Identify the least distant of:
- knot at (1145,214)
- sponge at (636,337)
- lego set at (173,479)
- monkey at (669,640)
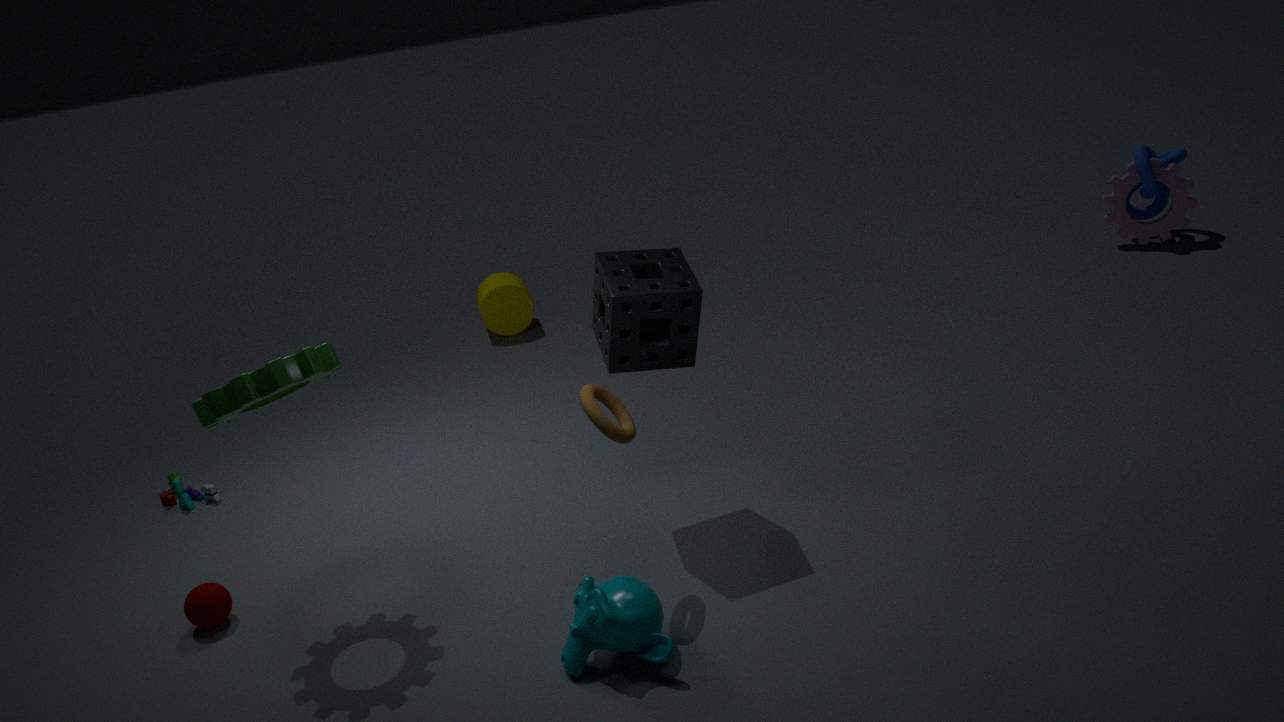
monkey at (669,640)
